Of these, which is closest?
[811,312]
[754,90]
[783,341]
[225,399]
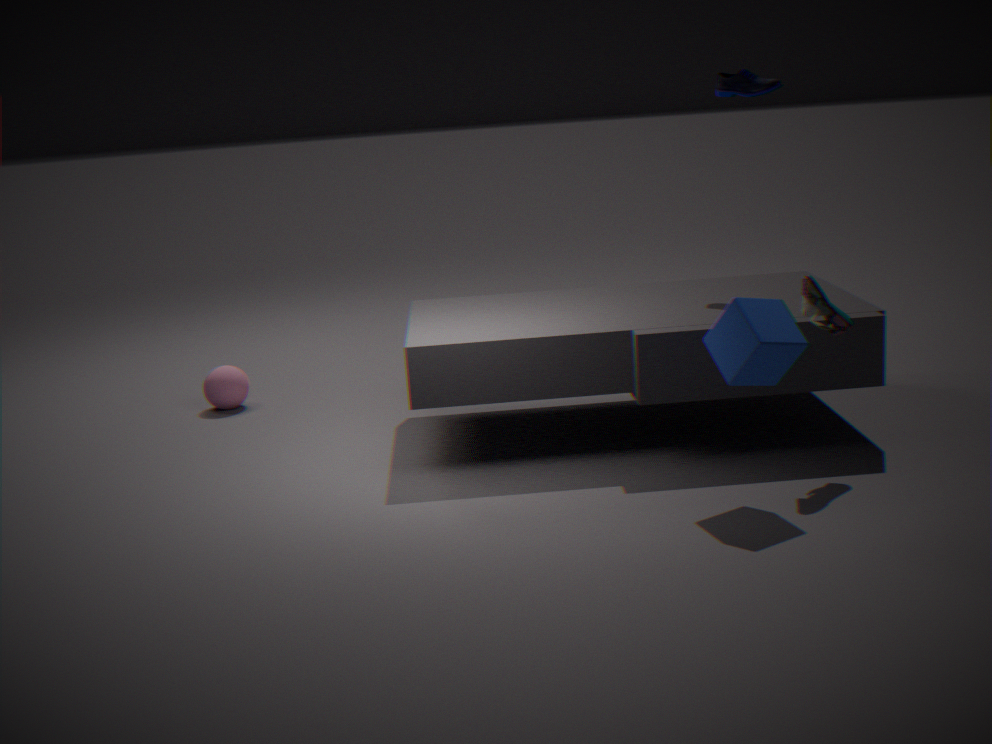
[783,341]
